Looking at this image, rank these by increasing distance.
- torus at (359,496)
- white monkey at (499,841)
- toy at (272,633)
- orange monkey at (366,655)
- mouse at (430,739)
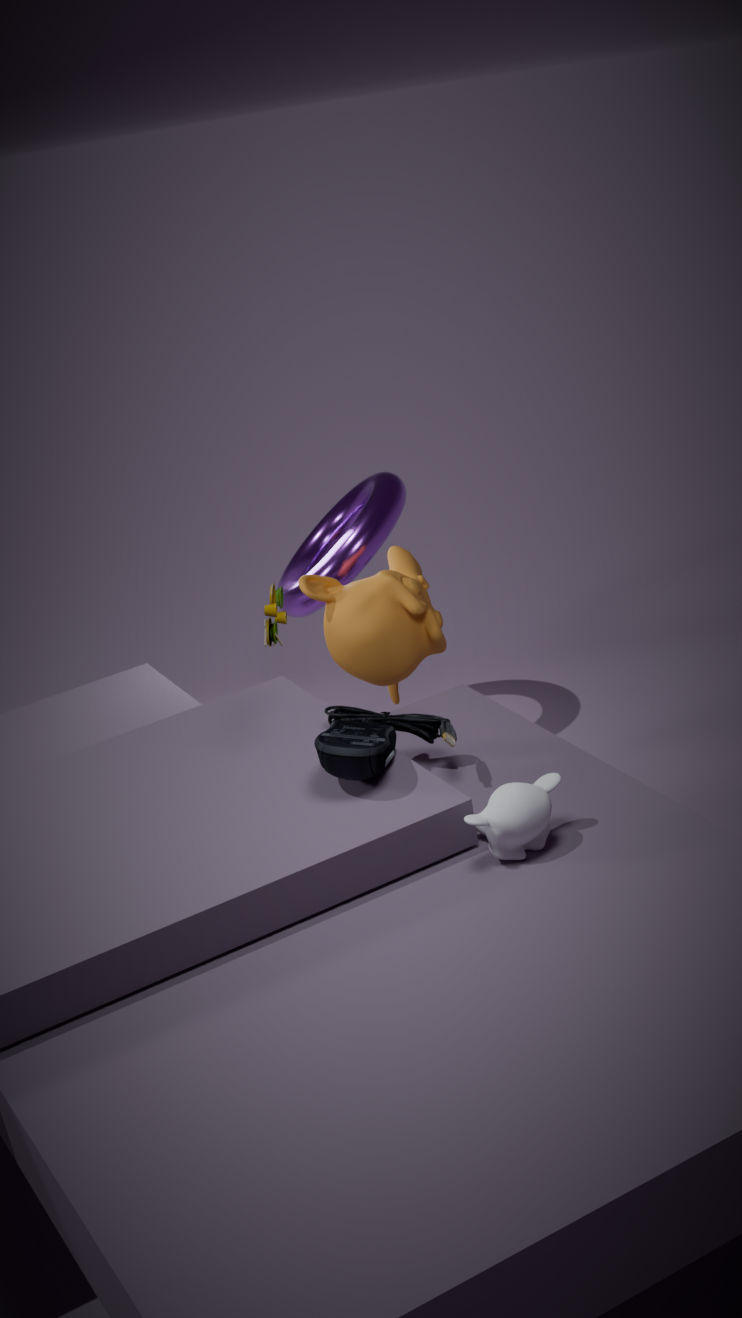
white monkey at (499,841) < mouse at (430,739) < toy at (272,633) < orange monkey at (366,655) < torus at (359,496)
